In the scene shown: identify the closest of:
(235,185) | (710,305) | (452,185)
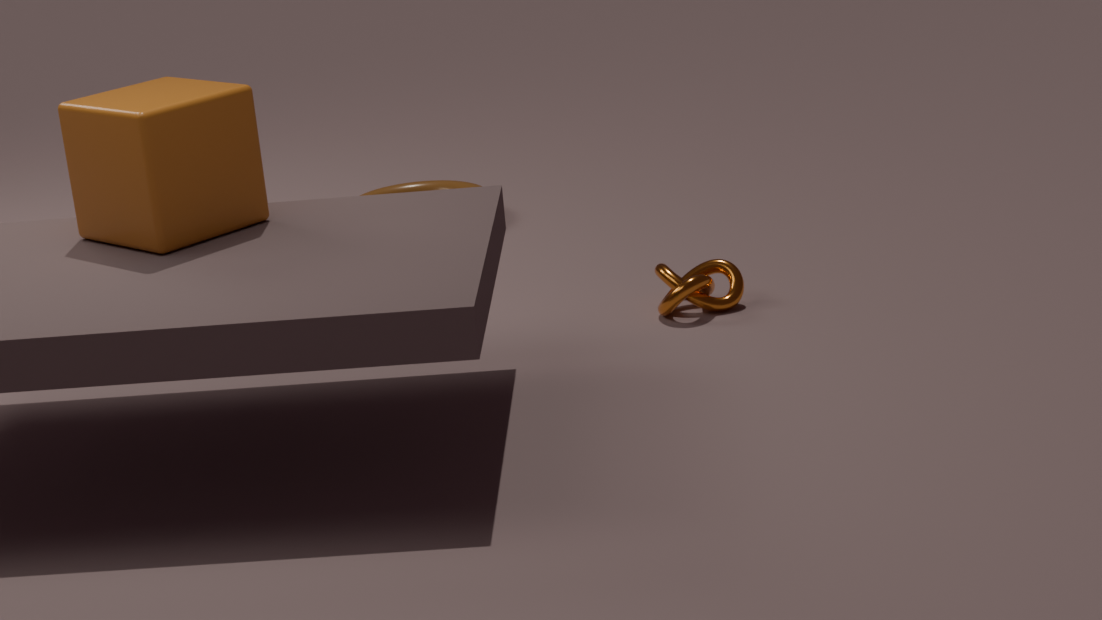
(235,185)
